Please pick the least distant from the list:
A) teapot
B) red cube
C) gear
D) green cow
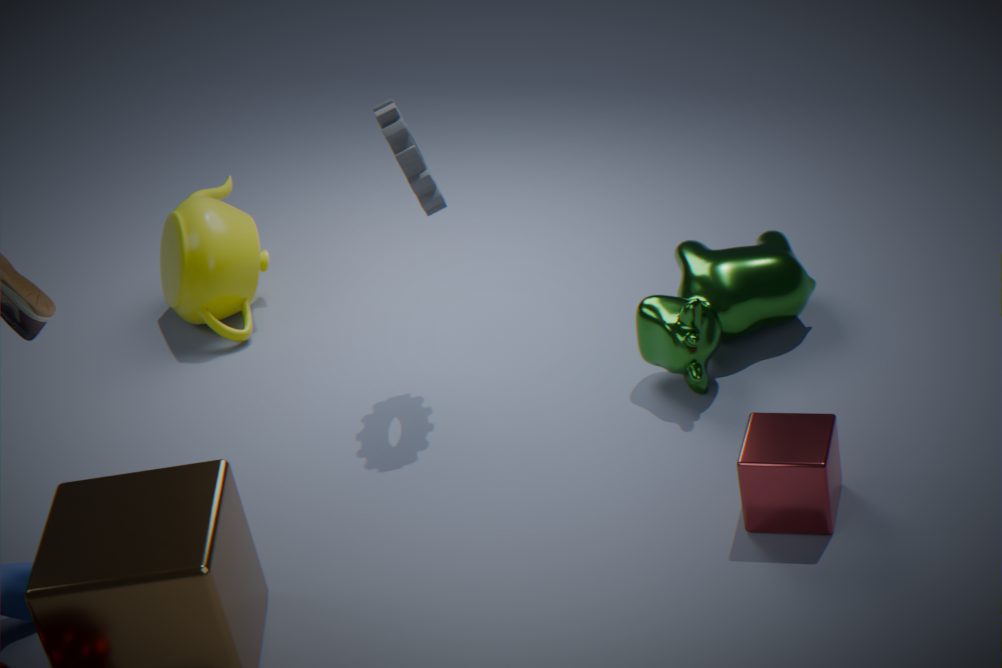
red cube
